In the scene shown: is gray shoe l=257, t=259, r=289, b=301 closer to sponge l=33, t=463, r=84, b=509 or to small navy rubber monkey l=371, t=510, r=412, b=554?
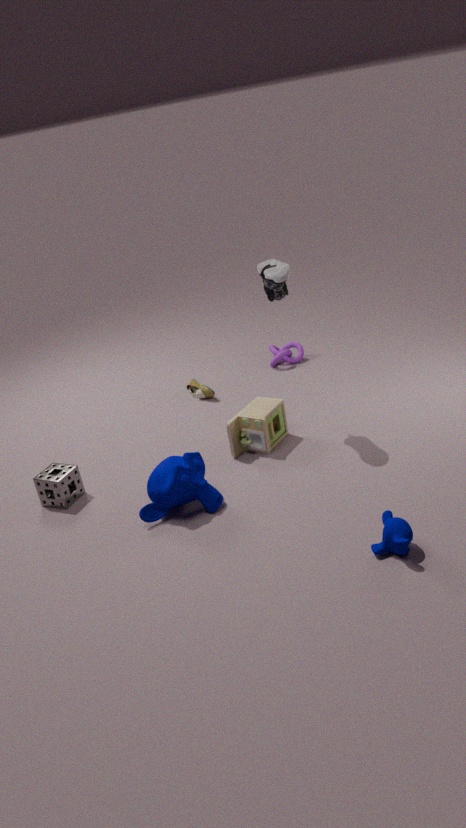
small navy rubber monkey l=371, t=510, r=412, b=554
